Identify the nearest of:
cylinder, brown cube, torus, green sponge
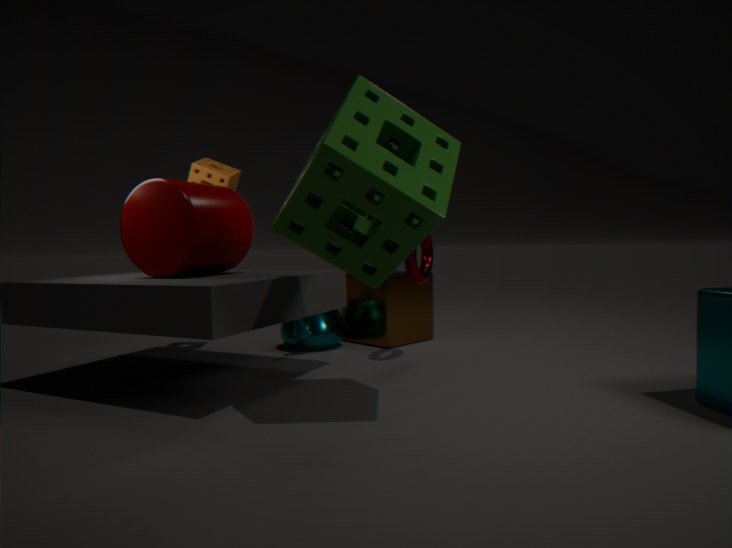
green sponge
